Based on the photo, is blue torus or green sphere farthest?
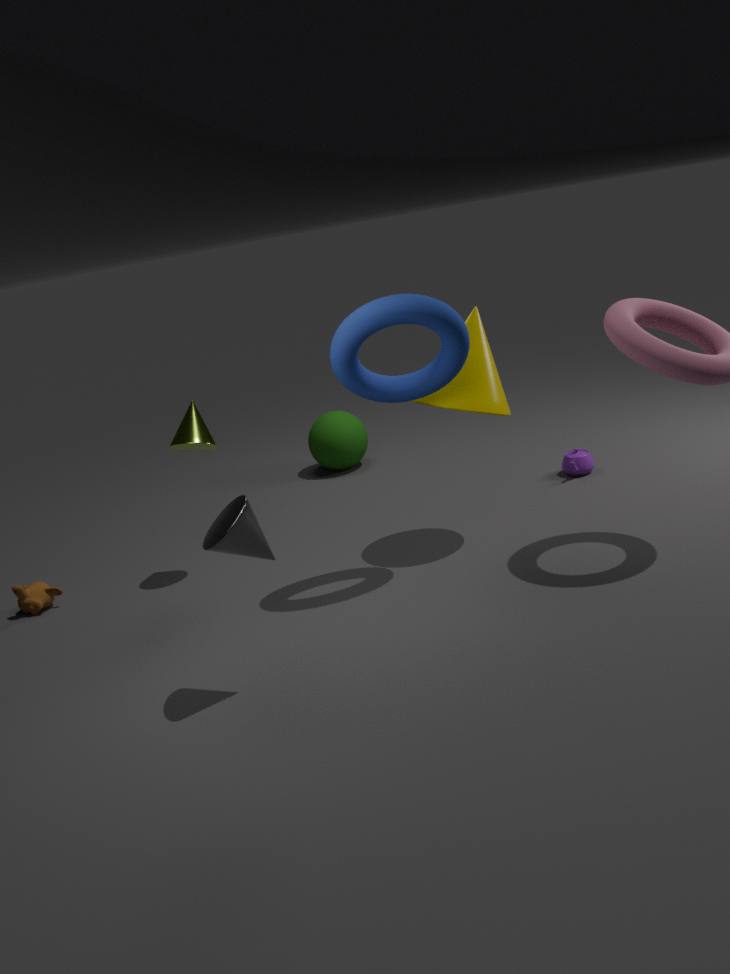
green sphere
